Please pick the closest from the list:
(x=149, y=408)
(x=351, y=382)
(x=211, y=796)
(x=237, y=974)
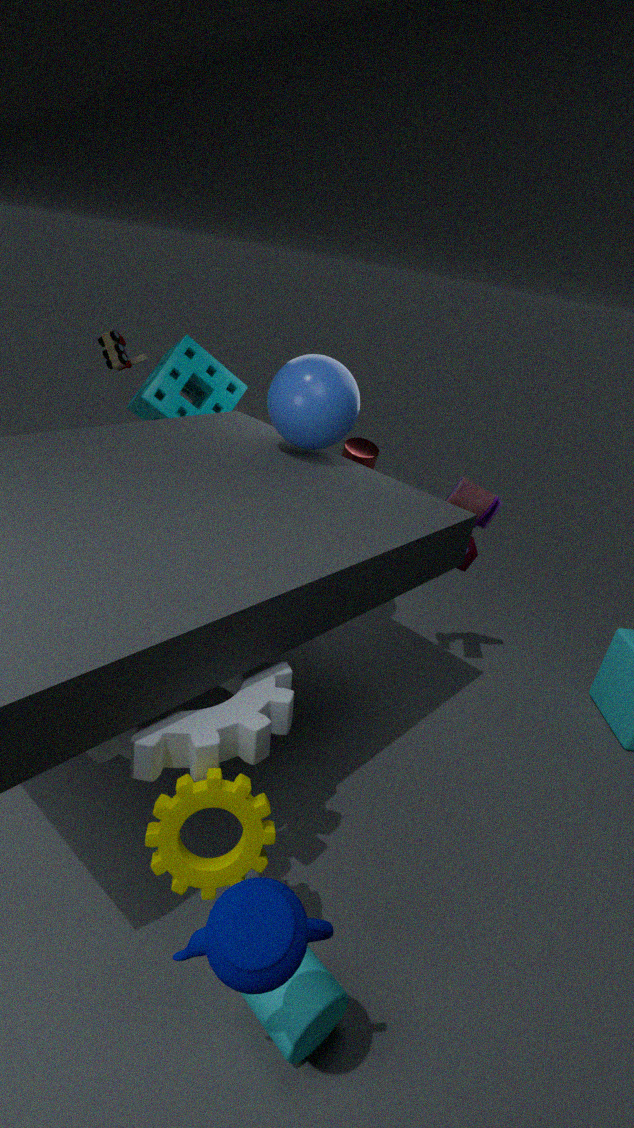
(x=237, y=974)
